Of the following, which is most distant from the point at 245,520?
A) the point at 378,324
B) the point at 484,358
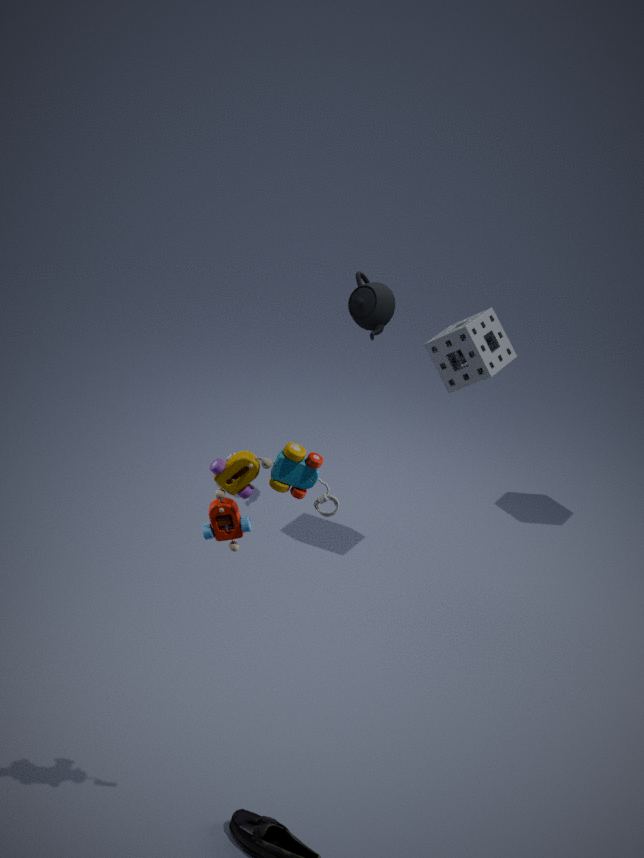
the point at 378,324
